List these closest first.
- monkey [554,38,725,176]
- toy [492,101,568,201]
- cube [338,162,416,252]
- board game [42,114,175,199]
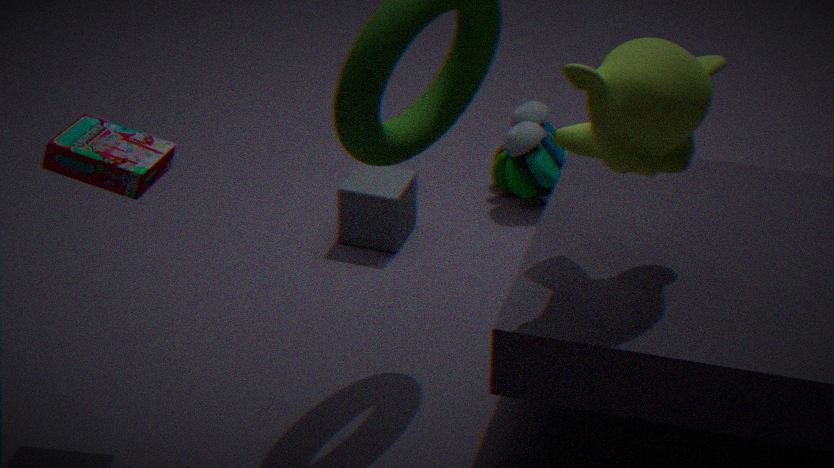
1. monkey [554,38,725,176]
2. board game [42,114,175,199]
3. cube [338,162,416,252]
4. toy [492,101,568,201]
